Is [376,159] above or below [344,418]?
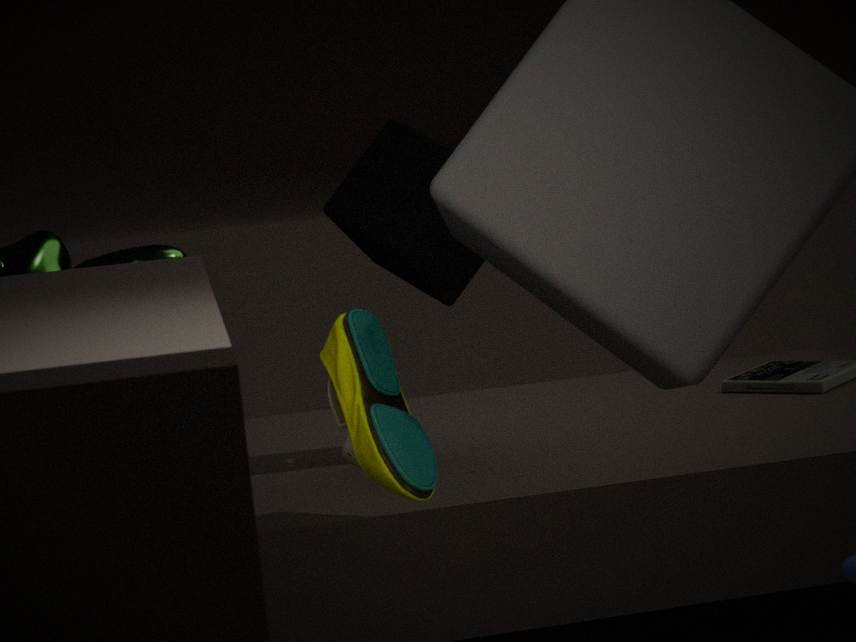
above
